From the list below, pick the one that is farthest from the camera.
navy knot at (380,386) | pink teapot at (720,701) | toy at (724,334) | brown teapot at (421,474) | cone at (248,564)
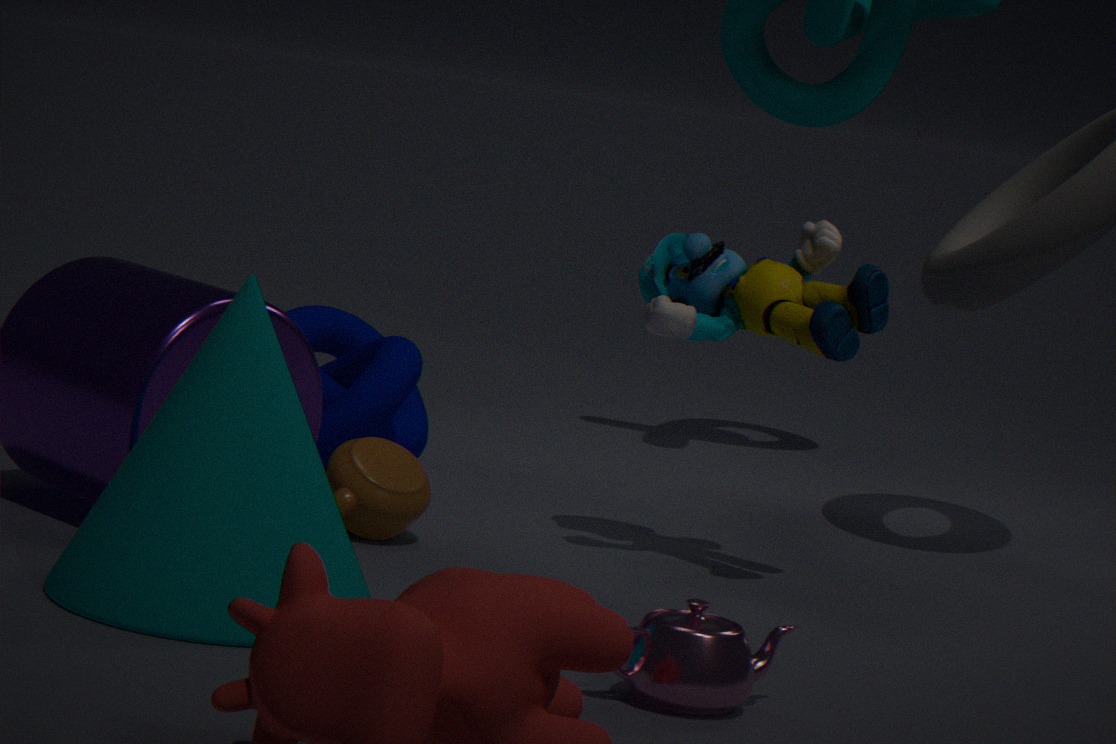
navy knot at (380,386)
